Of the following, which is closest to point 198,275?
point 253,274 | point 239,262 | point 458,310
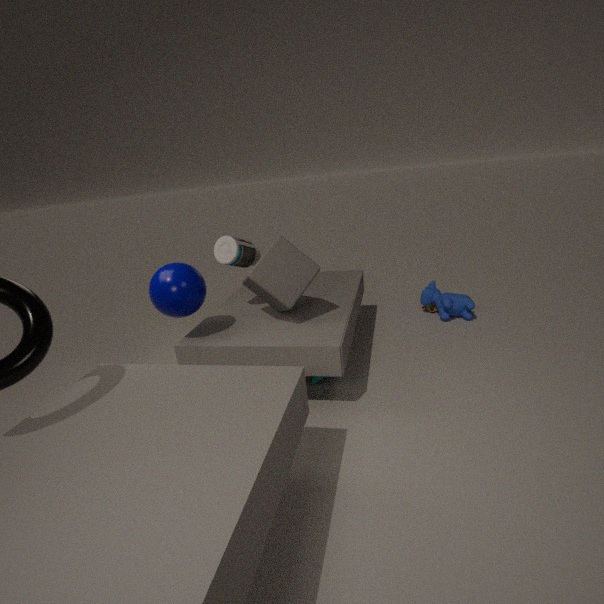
point 239,262
